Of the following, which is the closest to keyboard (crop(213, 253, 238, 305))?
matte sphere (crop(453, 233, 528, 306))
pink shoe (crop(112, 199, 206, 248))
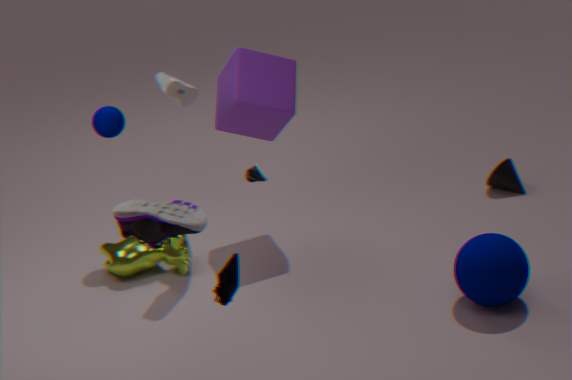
pink shoe (crop(112, 199, 206, 248))
